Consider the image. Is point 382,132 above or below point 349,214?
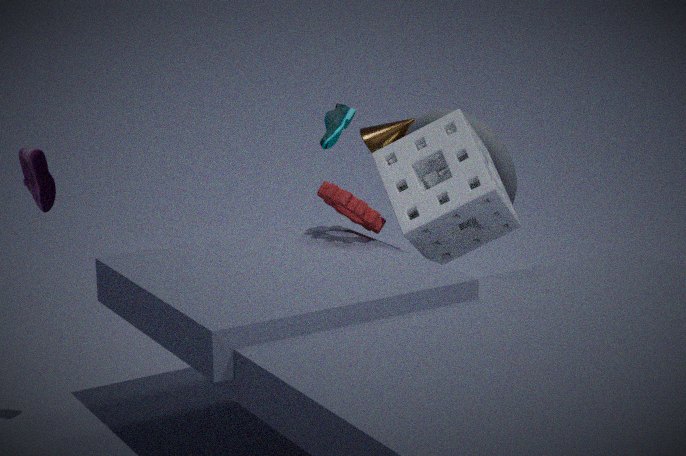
above
